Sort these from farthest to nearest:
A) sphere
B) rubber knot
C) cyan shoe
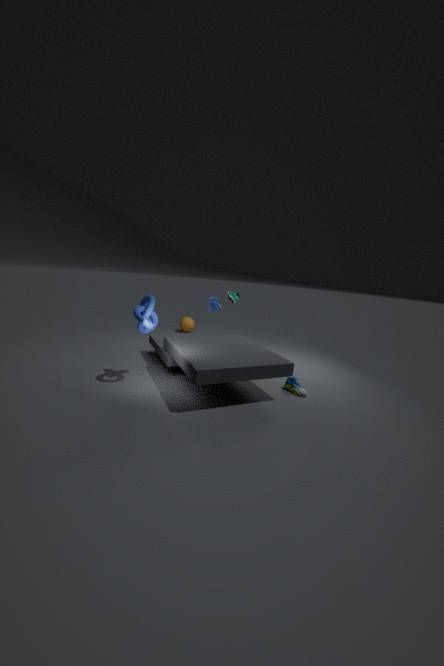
sphere
cyan shoe
rubber knot
